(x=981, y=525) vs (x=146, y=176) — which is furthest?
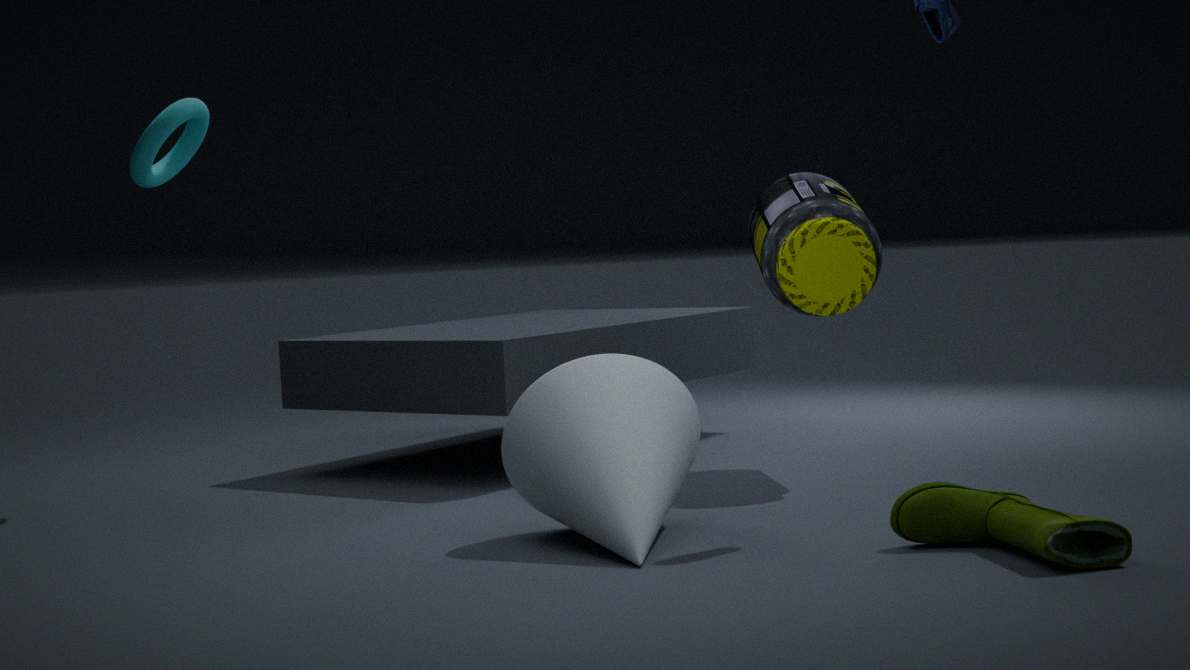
(x=146, y=176)
